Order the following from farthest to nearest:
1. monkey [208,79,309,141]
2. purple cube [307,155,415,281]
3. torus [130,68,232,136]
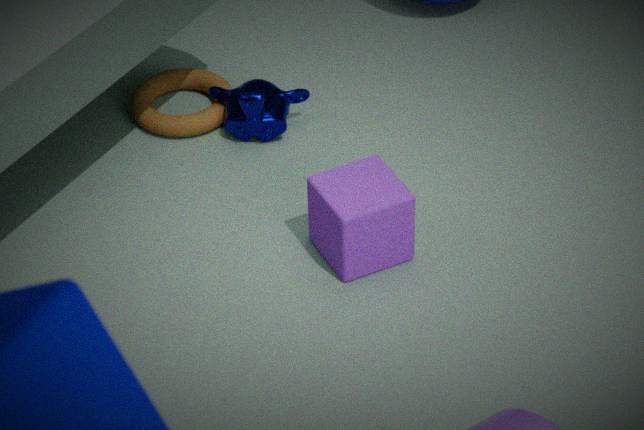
torus [130,68,232,136] → monkey [208,79,309,141] → purple cube [307,155,415,281]
